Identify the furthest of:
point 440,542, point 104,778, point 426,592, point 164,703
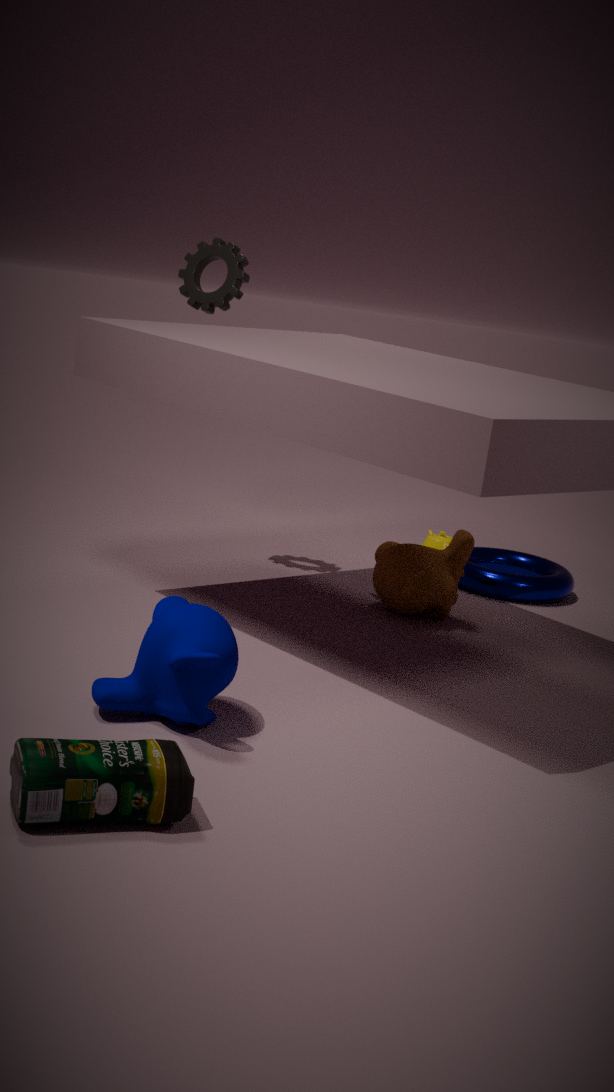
point 440,542
